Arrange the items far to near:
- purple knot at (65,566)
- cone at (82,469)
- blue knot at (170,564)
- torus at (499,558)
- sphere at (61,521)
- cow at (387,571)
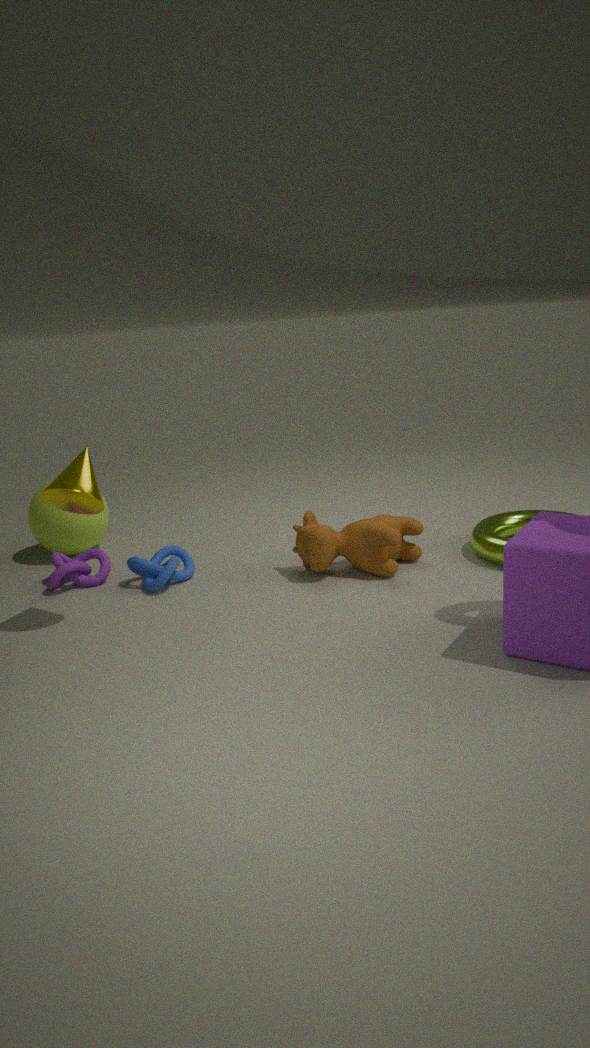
1. sphere at (61,521)
2. purple knot at (65,566)
3. torus at (499,558)
4. blue knot at (170,564)
5. cow at (387,571)
6. cone at (82,469)
